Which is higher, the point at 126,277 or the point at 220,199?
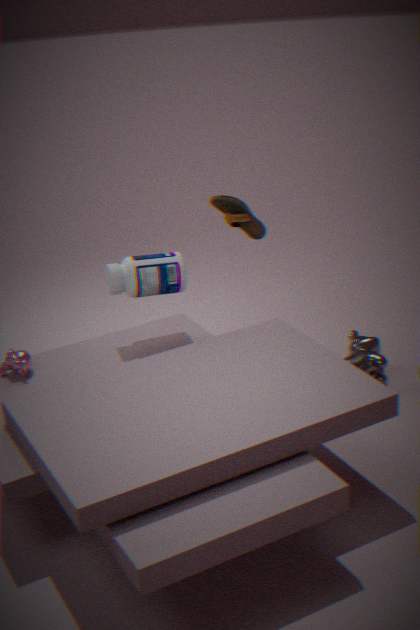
the point at 220,199
